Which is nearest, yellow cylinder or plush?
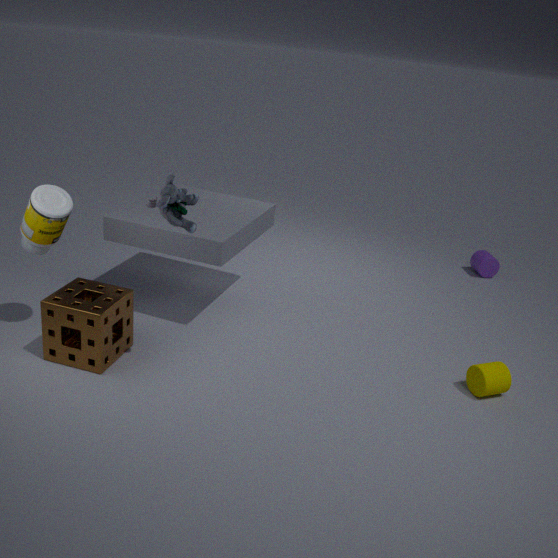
plush
